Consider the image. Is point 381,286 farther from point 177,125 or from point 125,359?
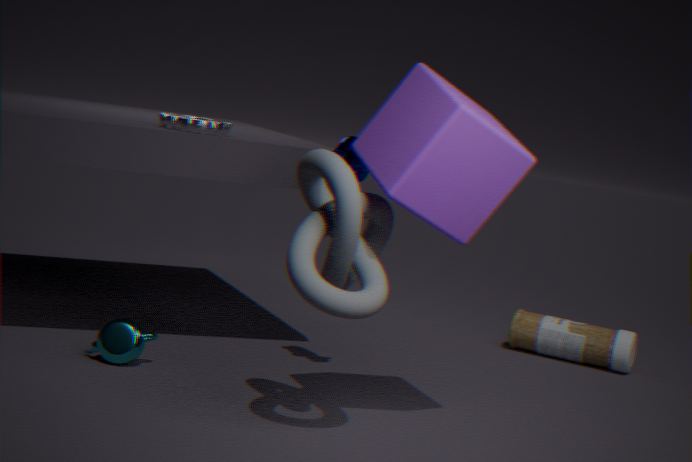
point 177,125
